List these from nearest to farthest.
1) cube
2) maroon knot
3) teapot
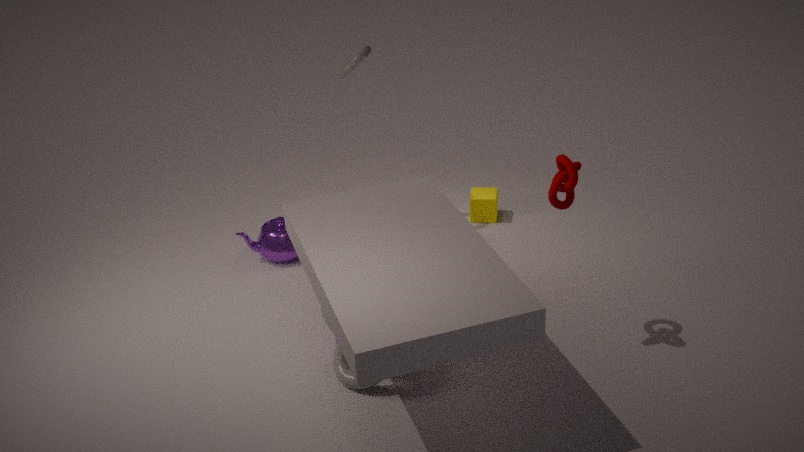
2. maroon knot → 3. teapot → 1. cube
